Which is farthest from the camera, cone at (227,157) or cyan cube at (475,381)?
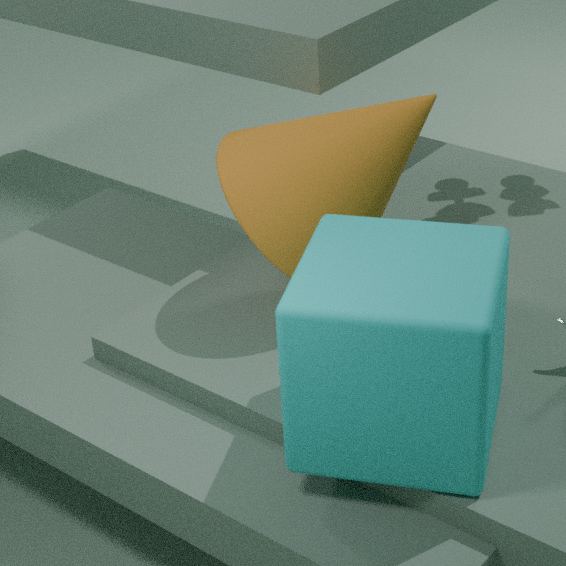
cone at (227,157)
